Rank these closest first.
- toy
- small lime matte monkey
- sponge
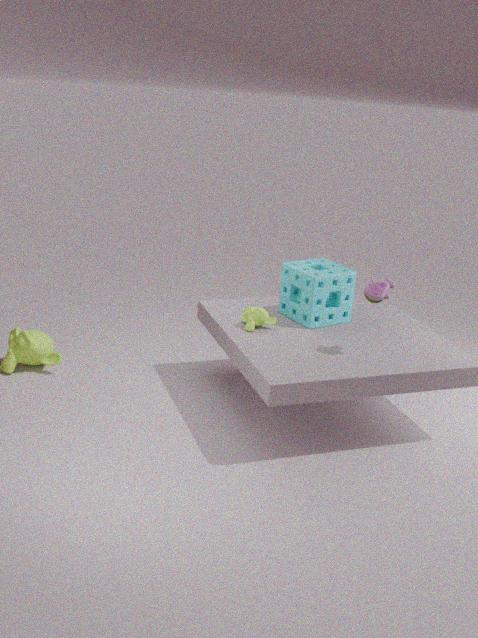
toy
small lime matte monkey
sponge
